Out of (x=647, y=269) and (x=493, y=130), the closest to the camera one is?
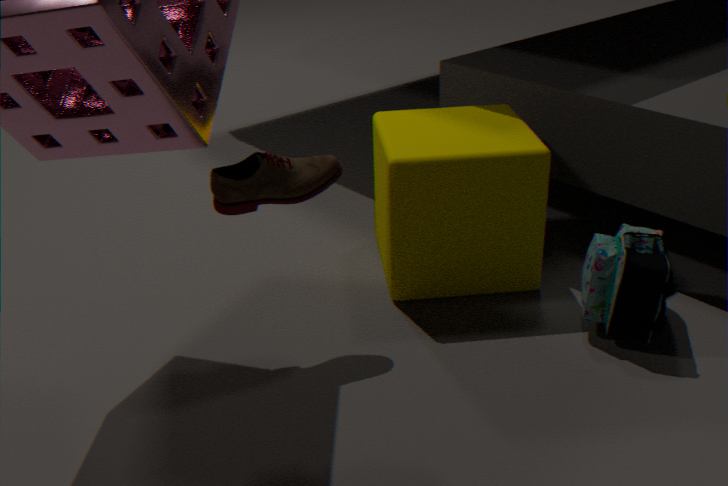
(x=647, y=269)
